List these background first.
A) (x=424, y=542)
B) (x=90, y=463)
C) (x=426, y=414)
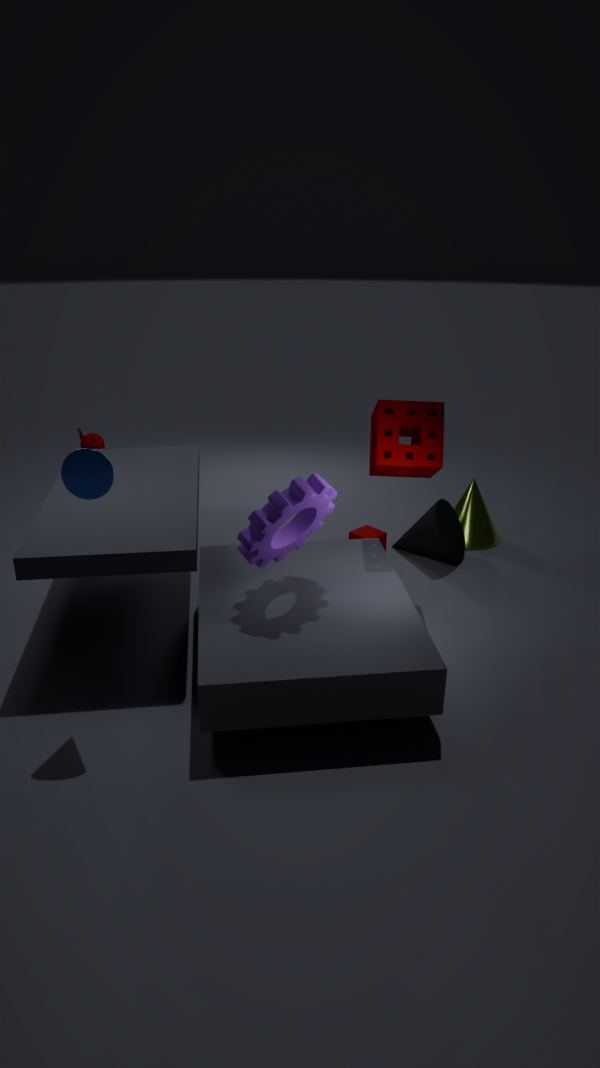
1. (x=424, y=542)
2. (x=426, y=414)
3. (x=90, y=463)
